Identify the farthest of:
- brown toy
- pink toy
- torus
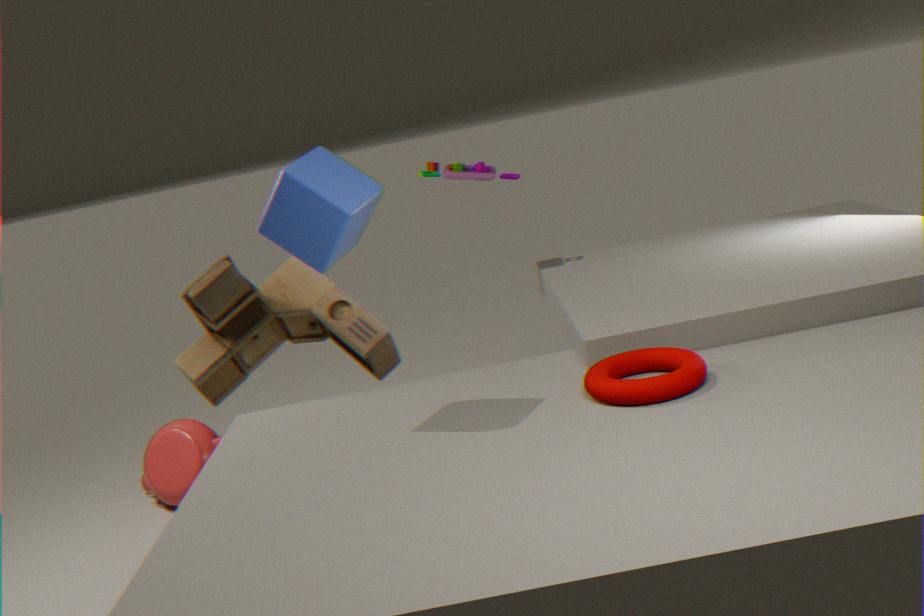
pink toy
